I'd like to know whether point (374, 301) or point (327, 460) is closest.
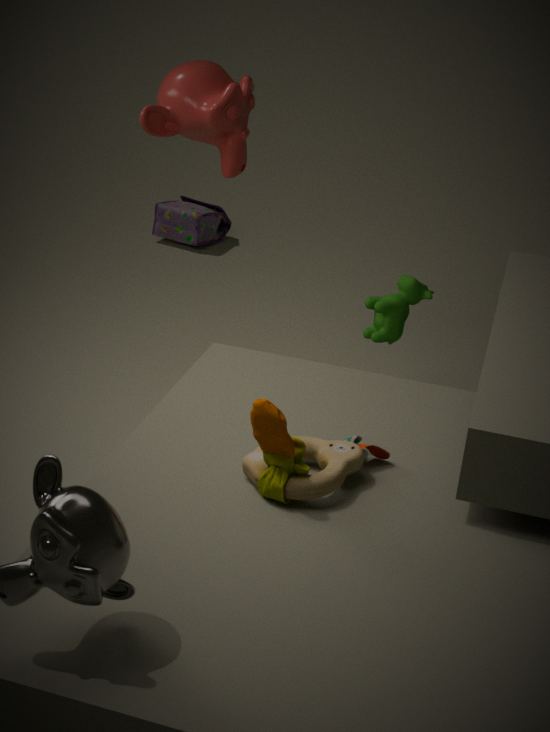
point (327, 460)
